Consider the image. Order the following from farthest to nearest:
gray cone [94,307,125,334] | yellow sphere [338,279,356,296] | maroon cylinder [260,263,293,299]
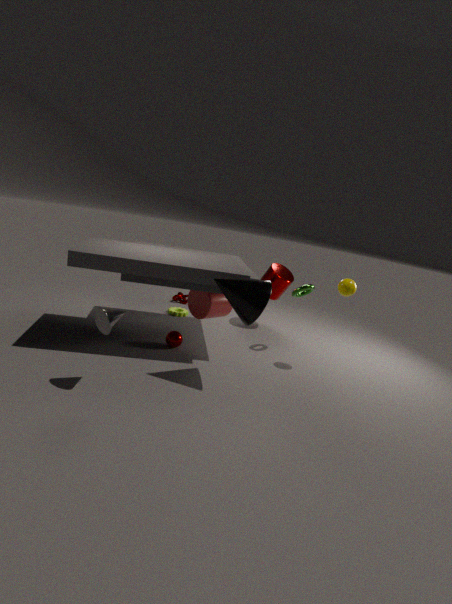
maroon cylinder [260,263,293,299] → yellow sphere [338,279,356,296] → gray cone [94,307,125,334]
